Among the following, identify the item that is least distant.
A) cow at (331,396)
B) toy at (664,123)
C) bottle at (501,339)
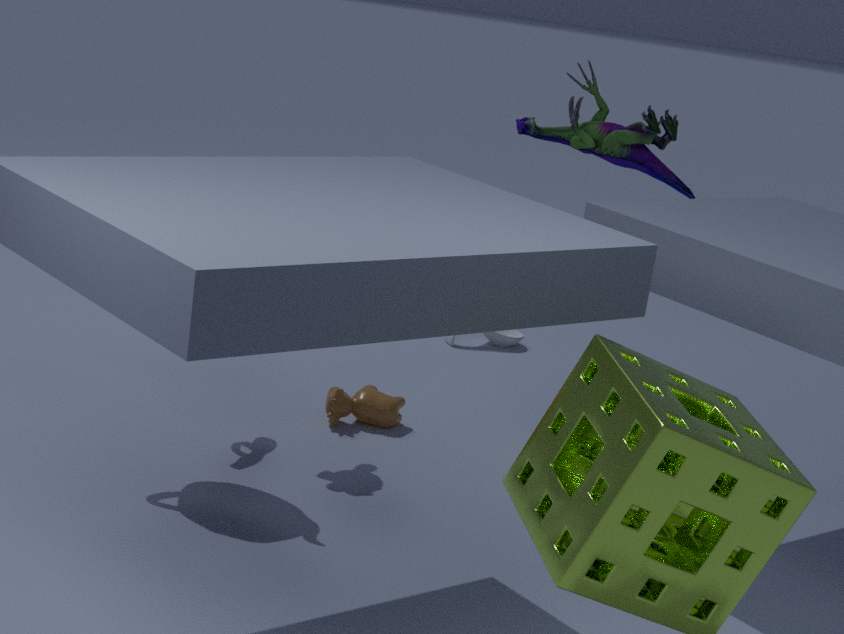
cow at (331,396)
